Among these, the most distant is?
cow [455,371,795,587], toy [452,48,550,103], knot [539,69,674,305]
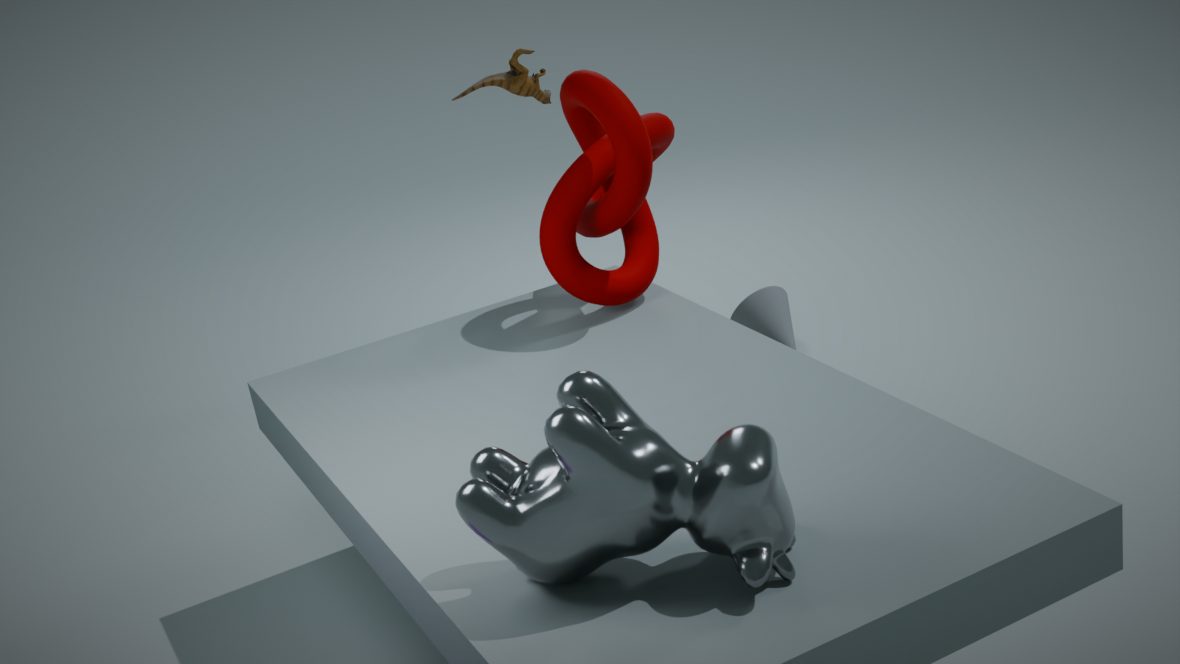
toy [452,48,550,103]
